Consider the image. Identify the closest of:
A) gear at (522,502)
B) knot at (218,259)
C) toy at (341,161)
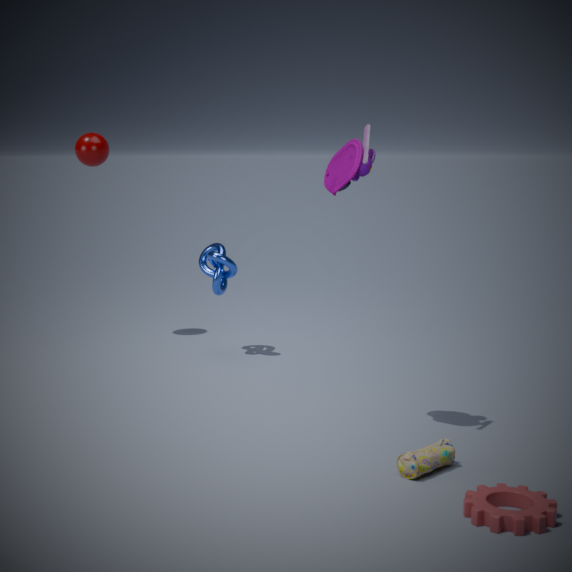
gear at (522,502)
